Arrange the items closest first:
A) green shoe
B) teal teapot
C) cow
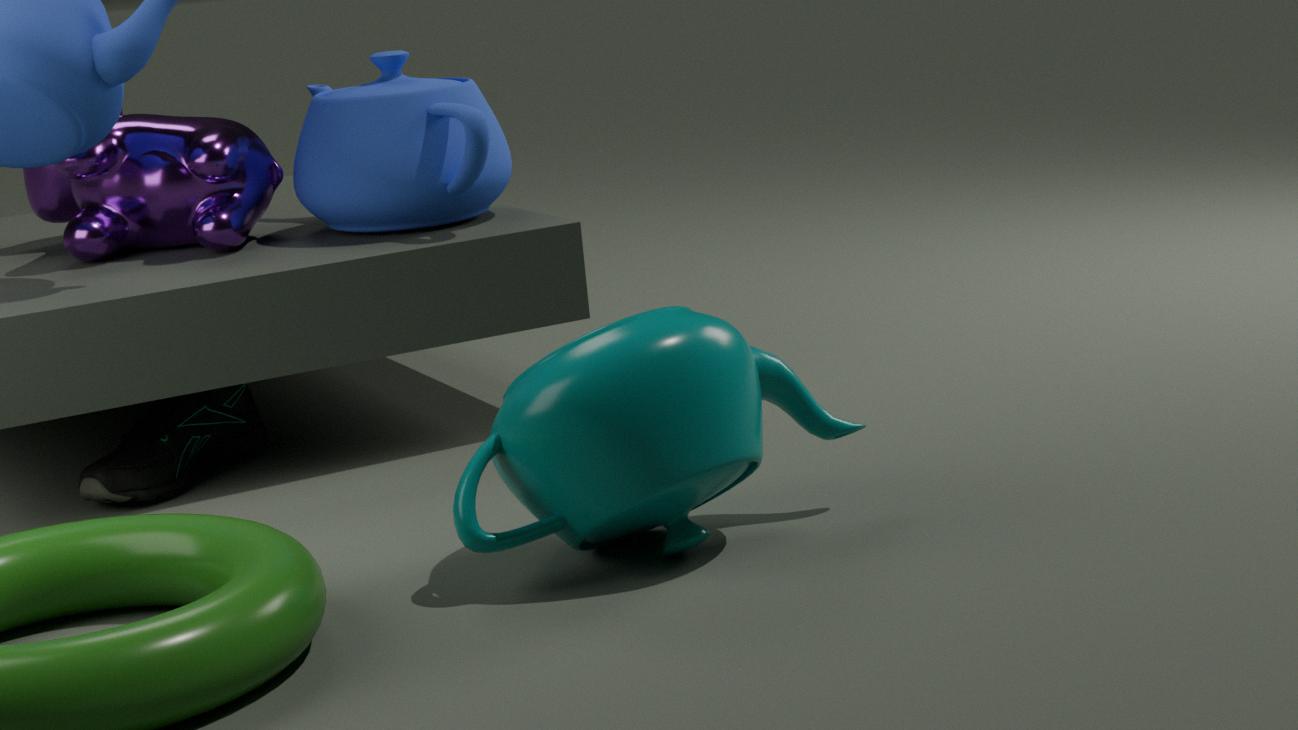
1. teal teapot
2. green shoe
3. cow
